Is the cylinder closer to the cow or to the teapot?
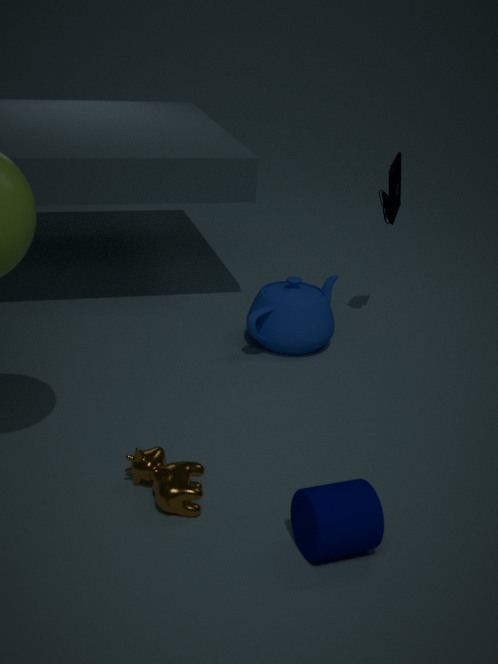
the cow
